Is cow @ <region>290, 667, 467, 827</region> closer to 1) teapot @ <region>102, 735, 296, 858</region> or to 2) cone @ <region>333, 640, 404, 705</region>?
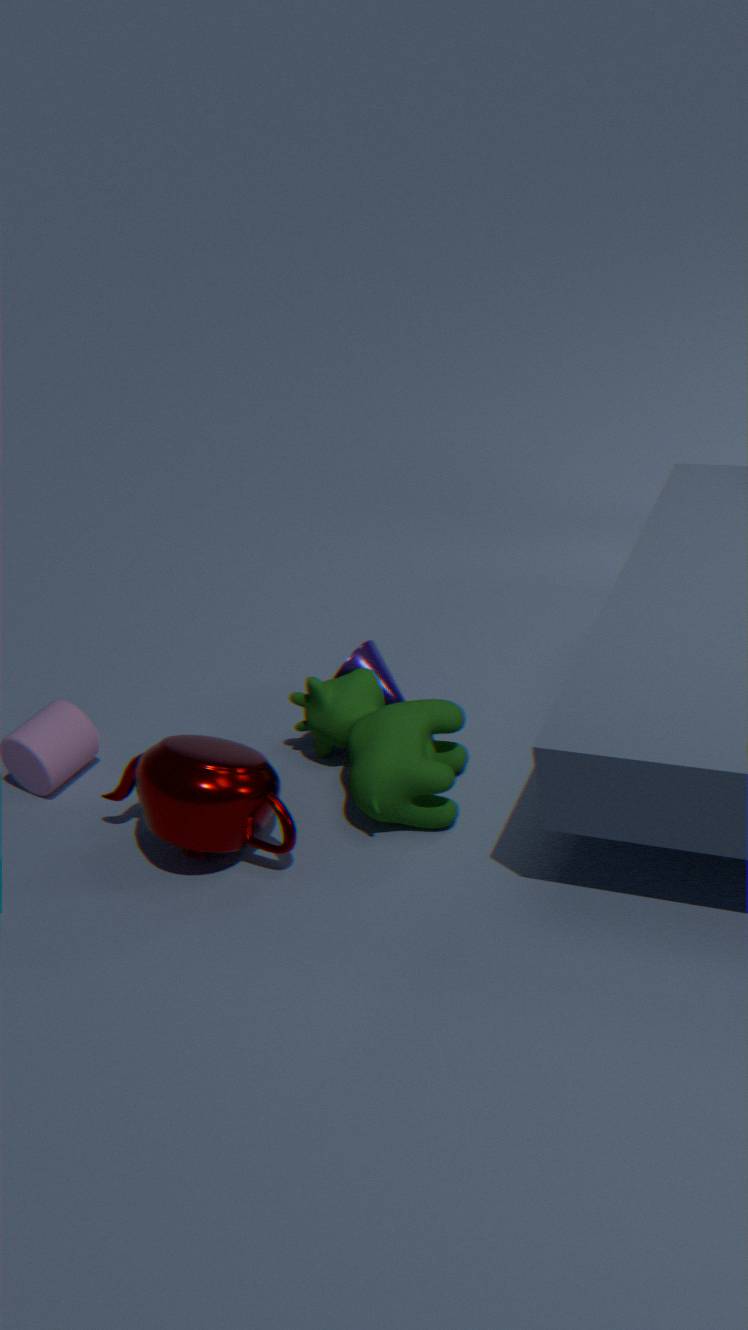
2) cone @ <region>333, 640, 404, 705</region>
